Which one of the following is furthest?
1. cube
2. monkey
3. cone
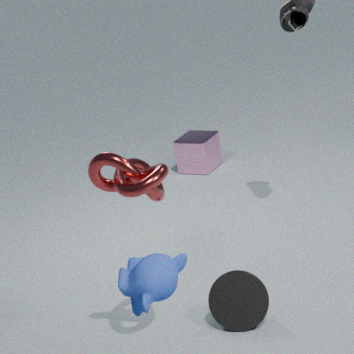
cube
